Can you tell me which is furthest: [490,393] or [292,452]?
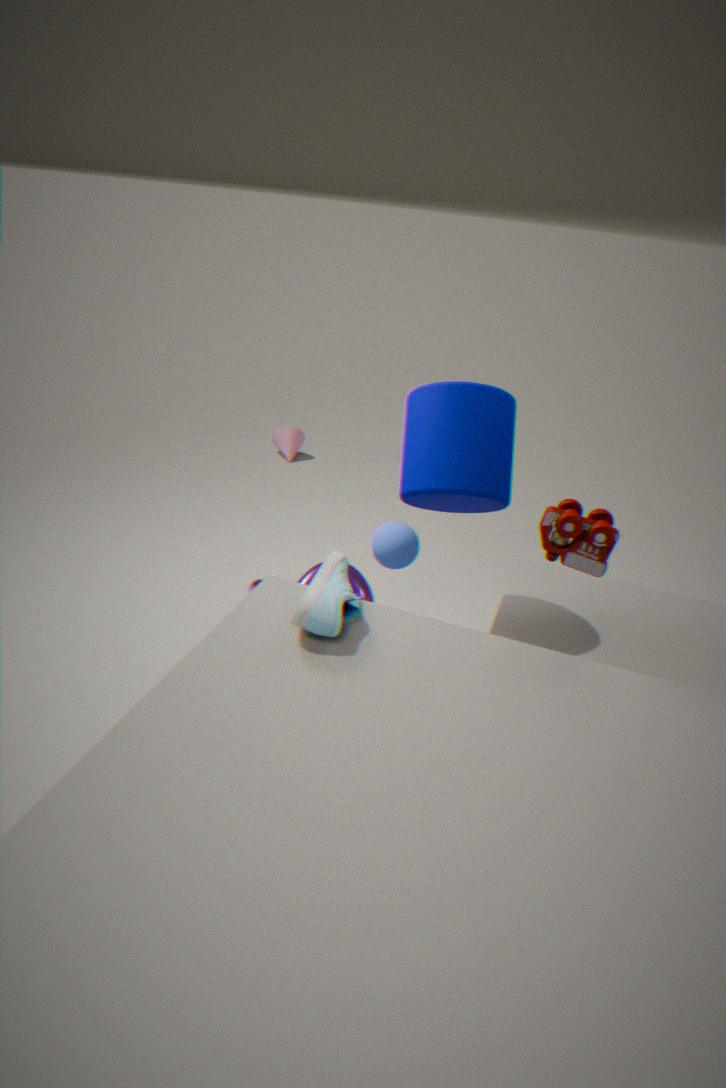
[292,452]
